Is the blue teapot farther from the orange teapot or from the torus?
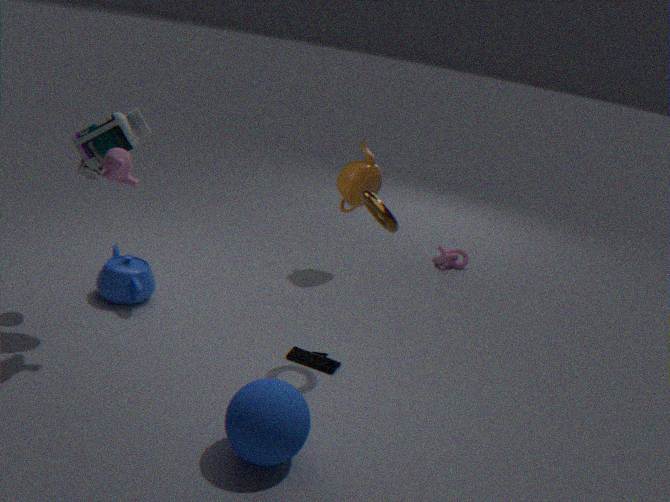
the orange teapot
